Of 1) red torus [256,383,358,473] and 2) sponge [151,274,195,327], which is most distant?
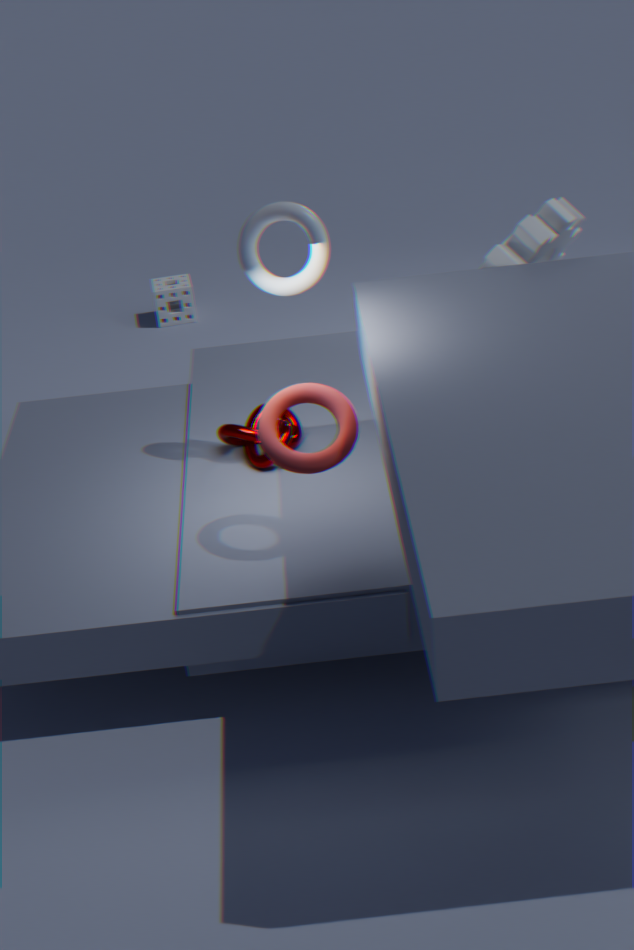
2. sponge [151,274,195,327]
